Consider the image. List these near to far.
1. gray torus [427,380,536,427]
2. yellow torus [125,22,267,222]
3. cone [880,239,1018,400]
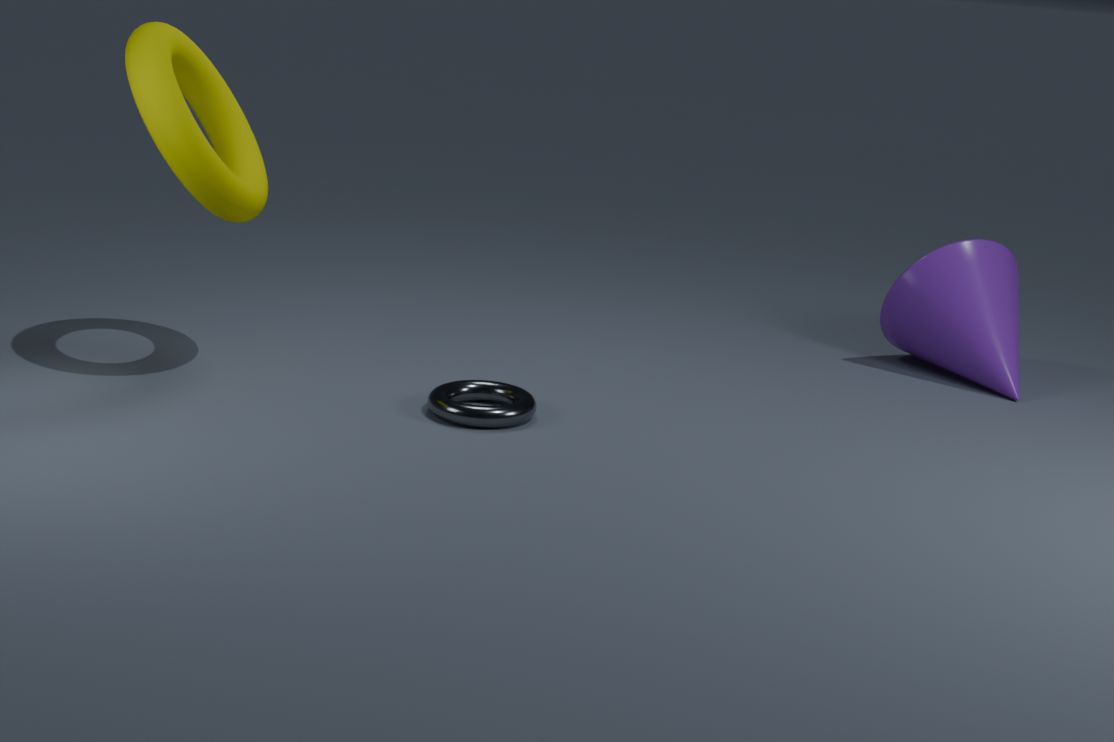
yellow torus [125,22,267,222], gray torus [427,380,536,427], cone [880,239,1018,400]
